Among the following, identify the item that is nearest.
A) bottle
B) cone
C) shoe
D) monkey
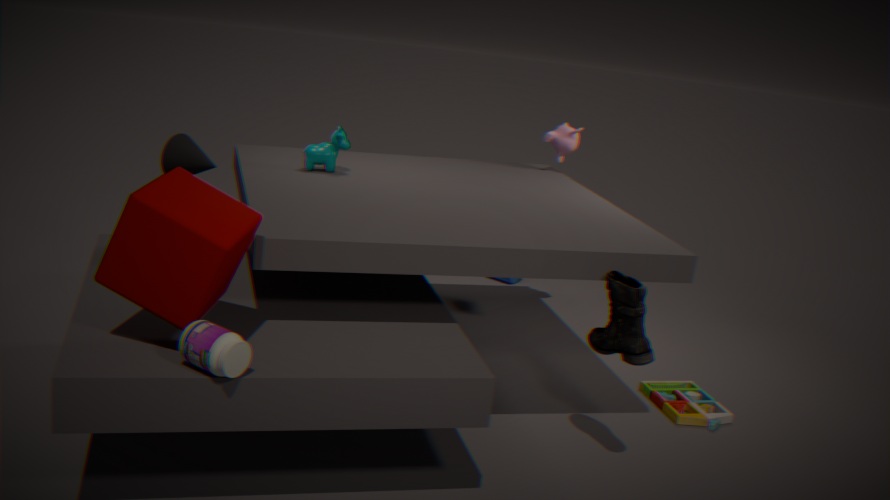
bottle
